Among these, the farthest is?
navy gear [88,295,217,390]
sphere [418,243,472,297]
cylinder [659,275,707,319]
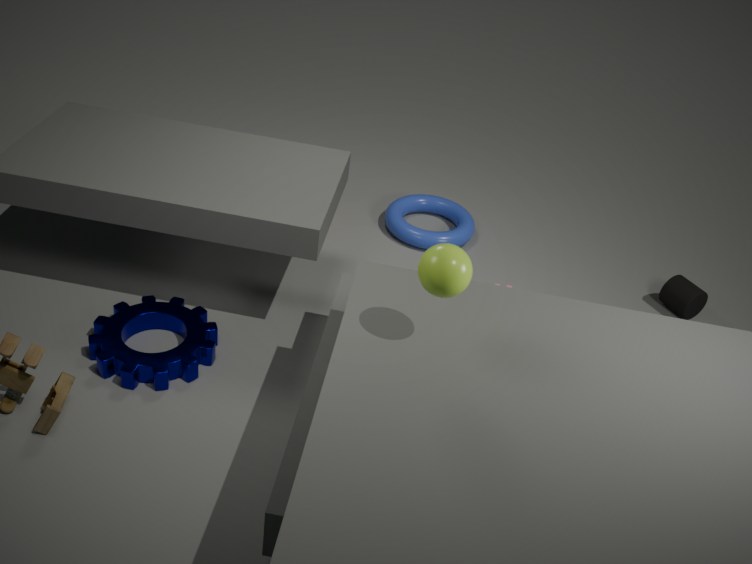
cylinder [659,275,707,319]
